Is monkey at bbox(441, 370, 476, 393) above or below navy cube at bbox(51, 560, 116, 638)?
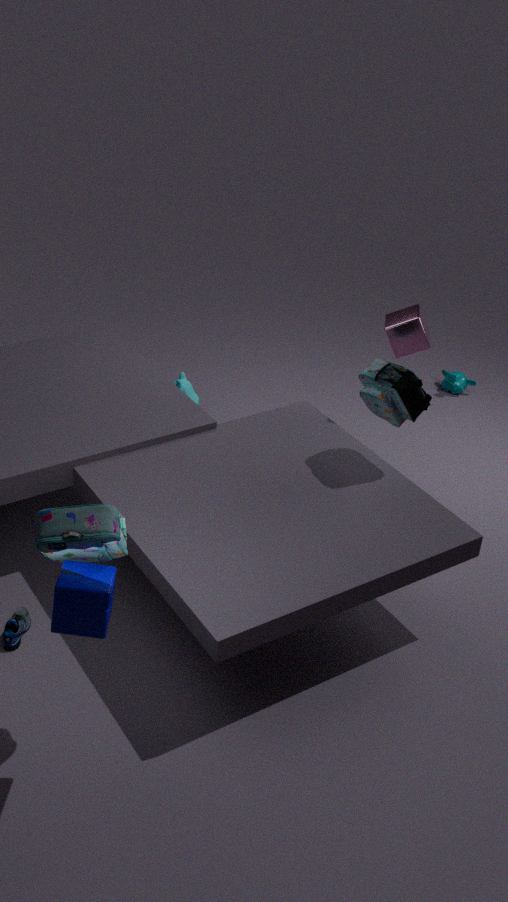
below
